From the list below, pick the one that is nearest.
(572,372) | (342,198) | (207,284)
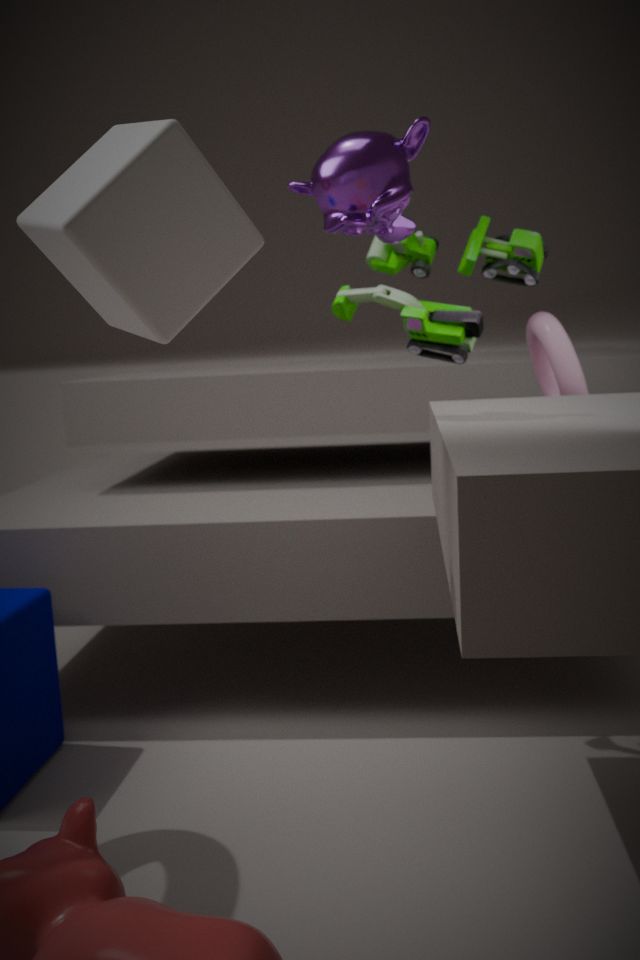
(207,284)
